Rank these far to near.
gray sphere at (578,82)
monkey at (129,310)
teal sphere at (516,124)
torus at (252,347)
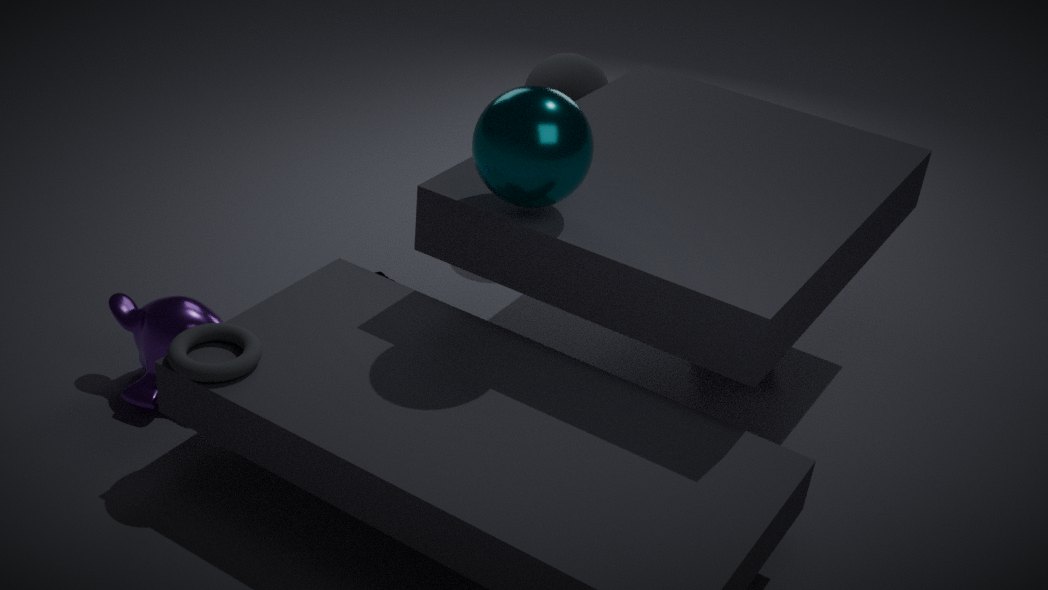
gray sphere at (578,82) < monkey at (129,310) < torus at (252,347) < teal sphere at (516,124)
